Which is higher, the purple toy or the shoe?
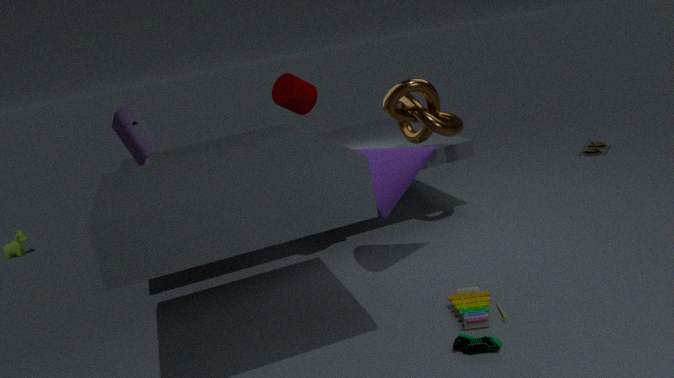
the purple toy
